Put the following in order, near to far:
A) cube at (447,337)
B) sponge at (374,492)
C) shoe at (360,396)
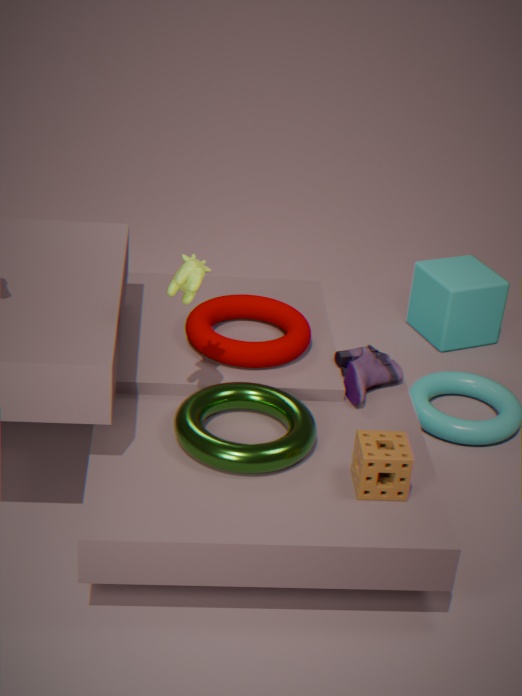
sponge at (374,492) → shoe at (360,396) → cube at (447,337)
